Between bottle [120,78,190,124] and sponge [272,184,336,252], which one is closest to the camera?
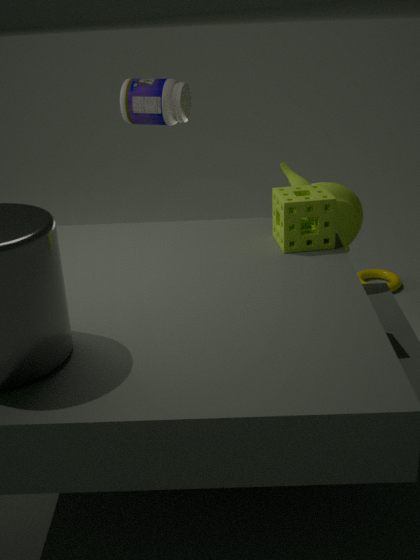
sponge [272,184,336,252]
